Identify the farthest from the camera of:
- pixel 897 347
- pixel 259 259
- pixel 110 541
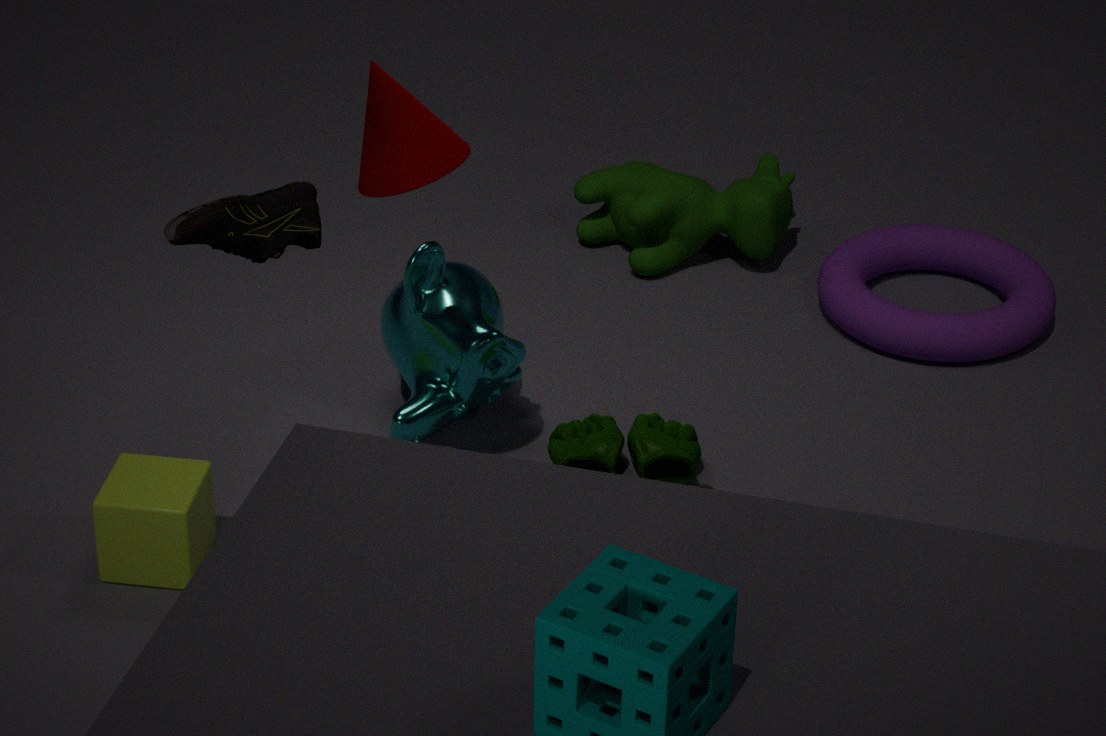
pixel 897 347
